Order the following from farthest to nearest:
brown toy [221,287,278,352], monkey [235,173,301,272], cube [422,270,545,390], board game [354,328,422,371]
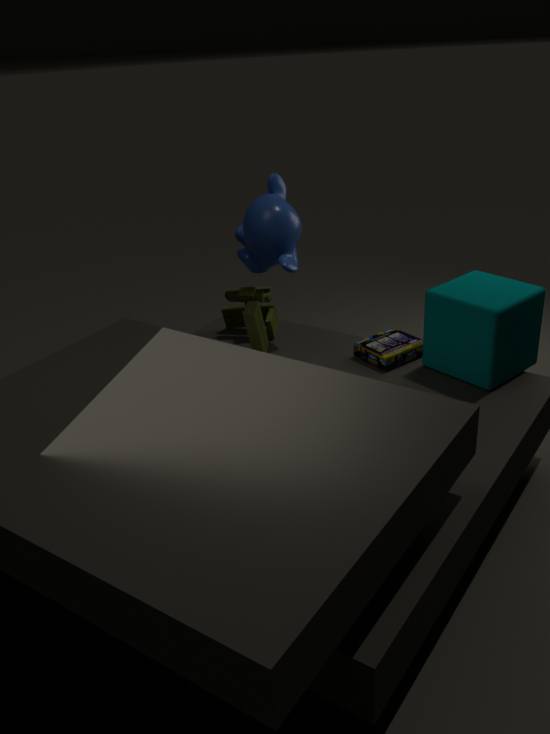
brown toy [221,287,278,352]
board game [354,328,422,371]
monkey [235,173,301,272]
cube [422,270,545,390]
